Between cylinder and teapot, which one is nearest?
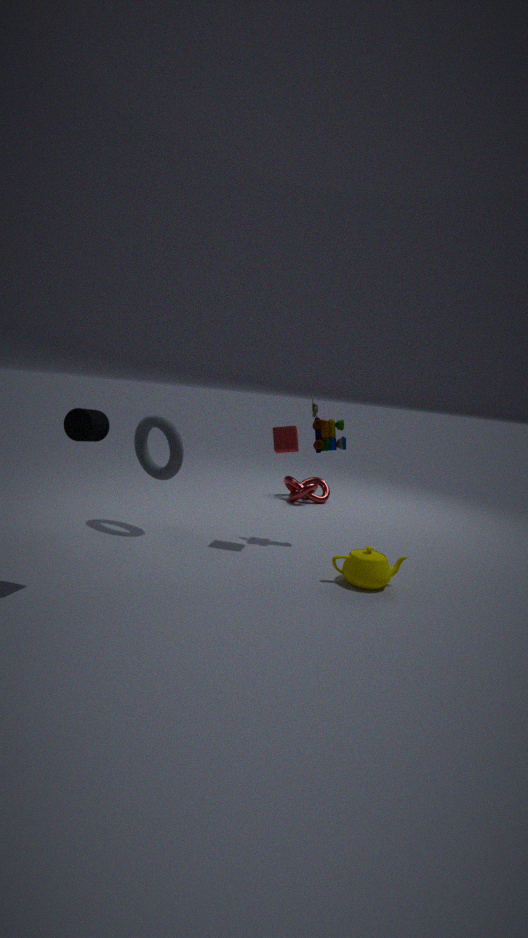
cylinder
